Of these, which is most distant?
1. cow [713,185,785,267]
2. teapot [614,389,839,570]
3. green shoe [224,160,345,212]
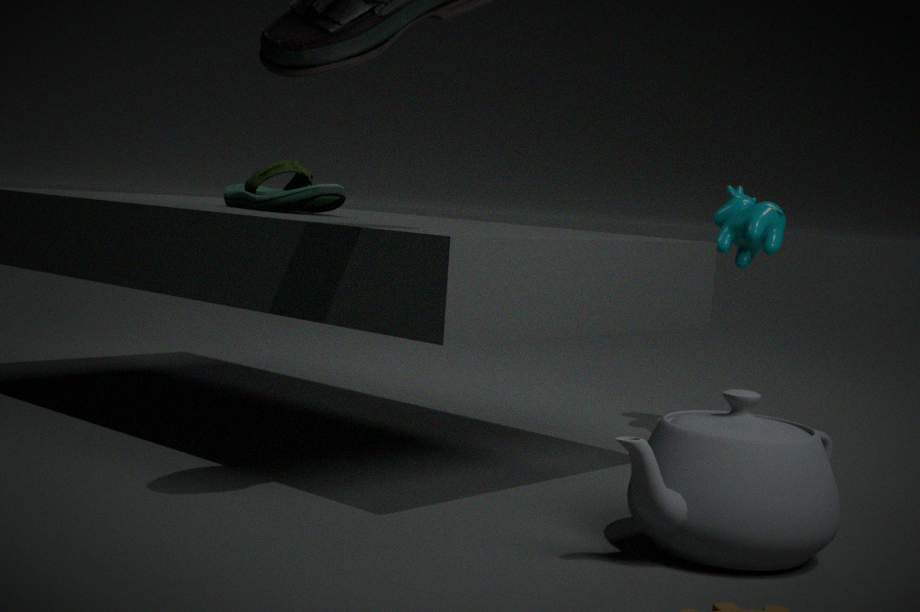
cow [713,185,785,267]
